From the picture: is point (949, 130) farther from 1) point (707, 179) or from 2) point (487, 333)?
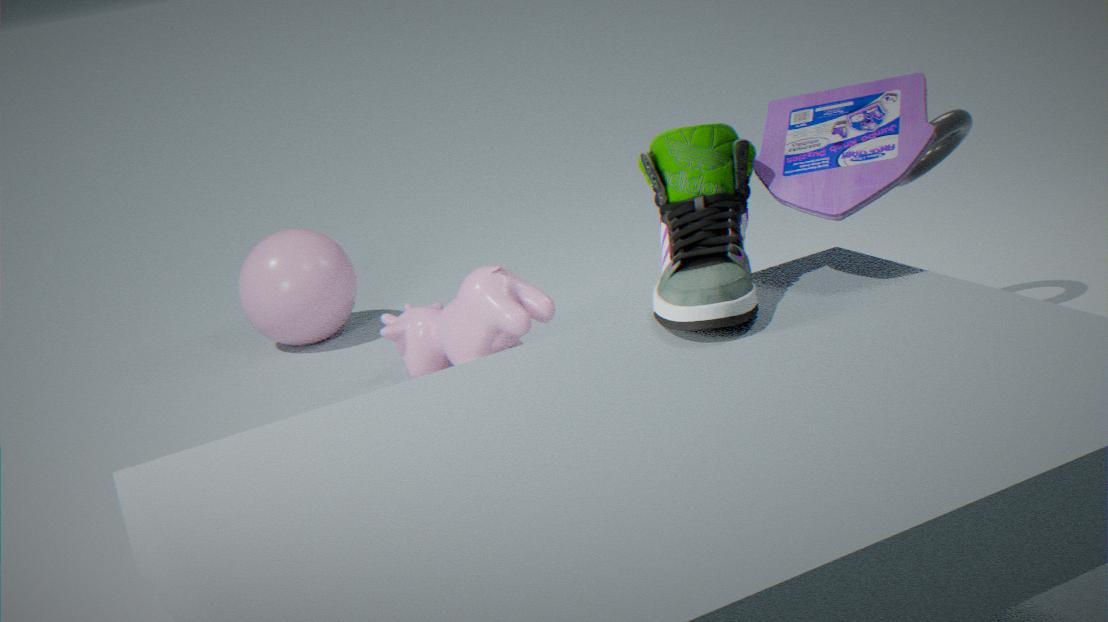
1) point (707, 179)
